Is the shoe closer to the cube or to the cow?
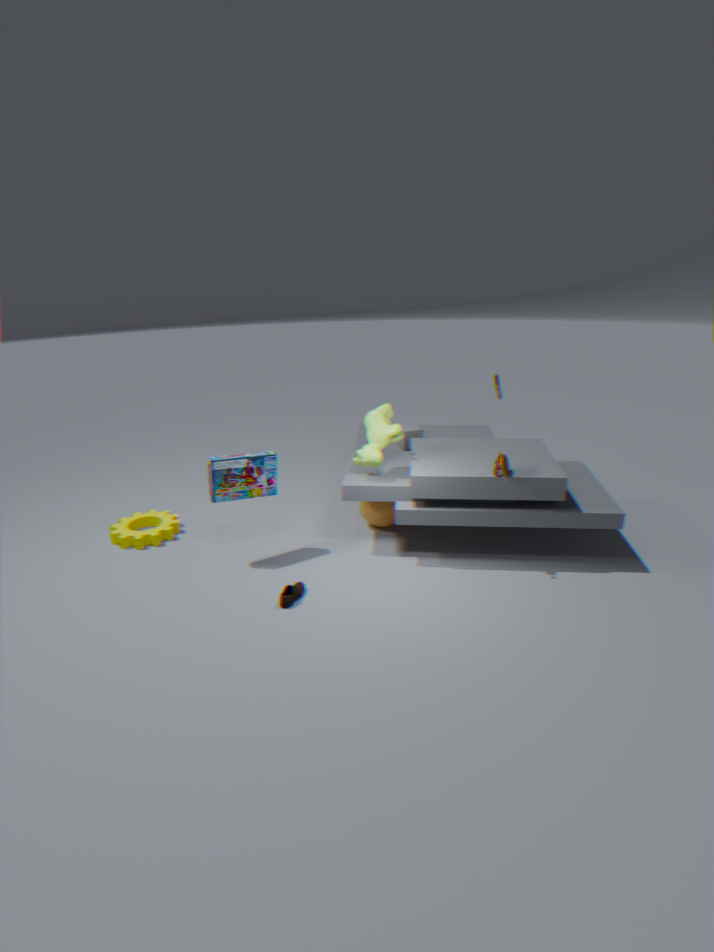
the cow
